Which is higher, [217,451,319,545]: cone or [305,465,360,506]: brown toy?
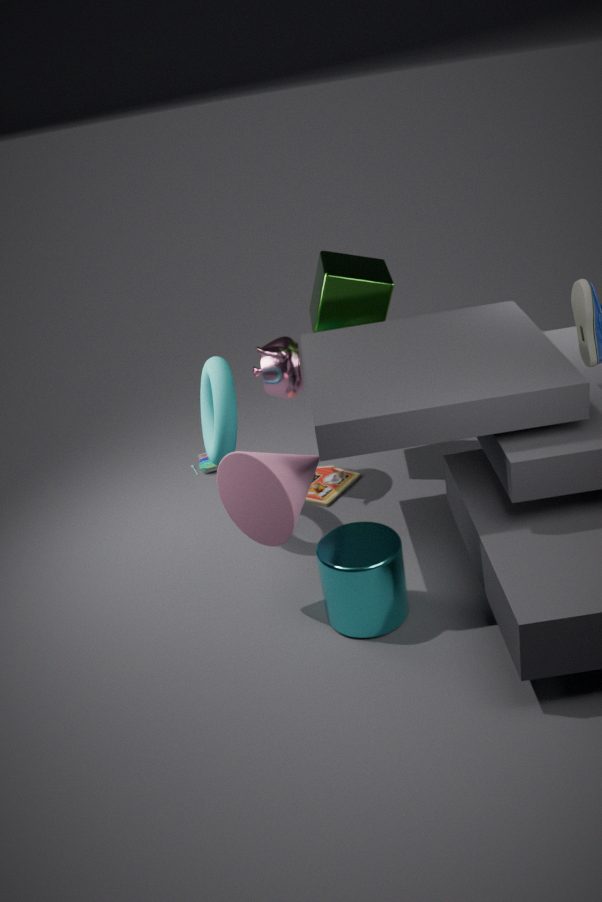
[217,451,319,545]: cone
